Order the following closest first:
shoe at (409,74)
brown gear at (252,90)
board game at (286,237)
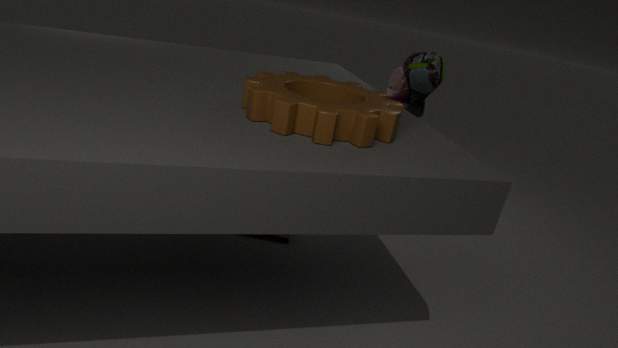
brown gear at (252,90) < shoe at (409,74) < board game at (286,237)
